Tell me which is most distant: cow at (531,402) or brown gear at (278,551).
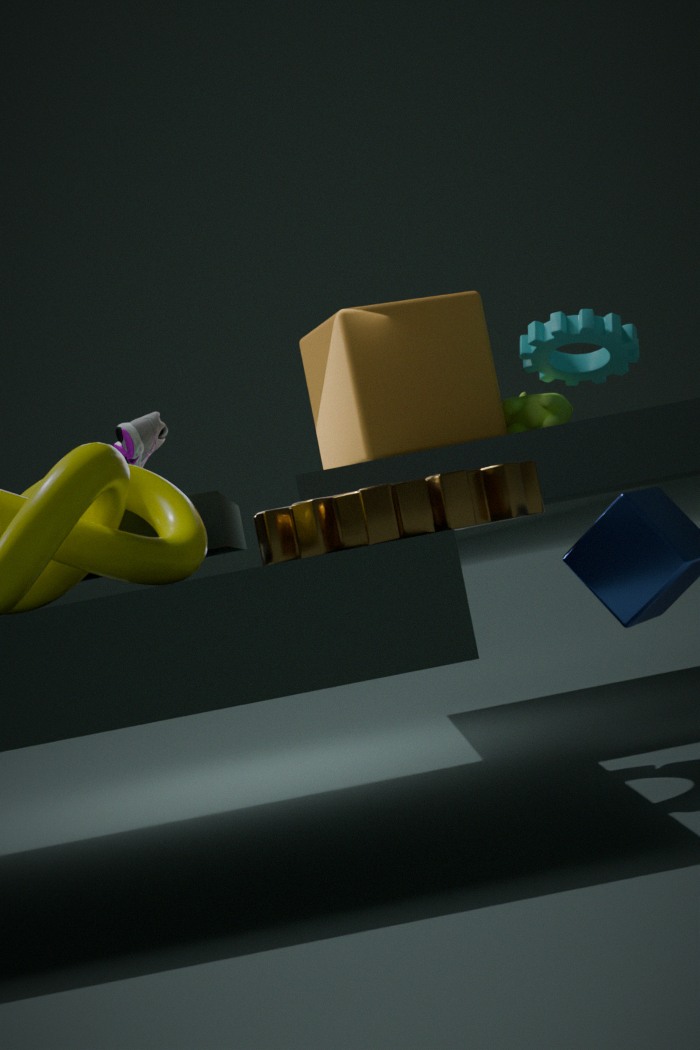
cow at (531,402)
